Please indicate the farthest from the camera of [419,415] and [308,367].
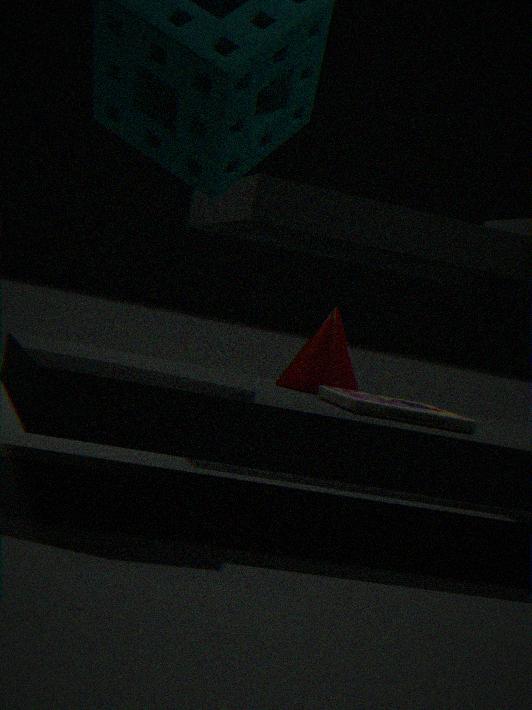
[308,367]
